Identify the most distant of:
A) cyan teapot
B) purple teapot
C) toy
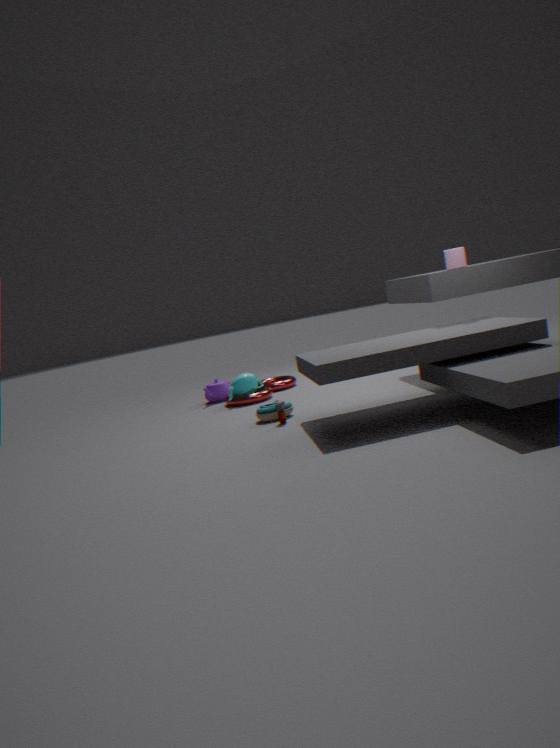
purple teapot
